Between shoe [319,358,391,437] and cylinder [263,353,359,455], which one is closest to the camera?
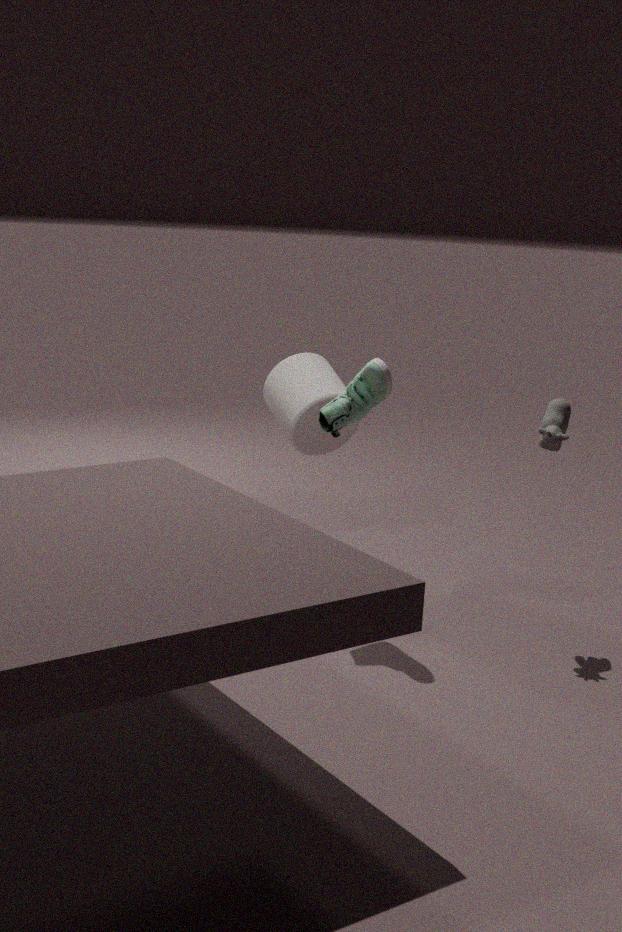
shoe [319,358,391,437]
